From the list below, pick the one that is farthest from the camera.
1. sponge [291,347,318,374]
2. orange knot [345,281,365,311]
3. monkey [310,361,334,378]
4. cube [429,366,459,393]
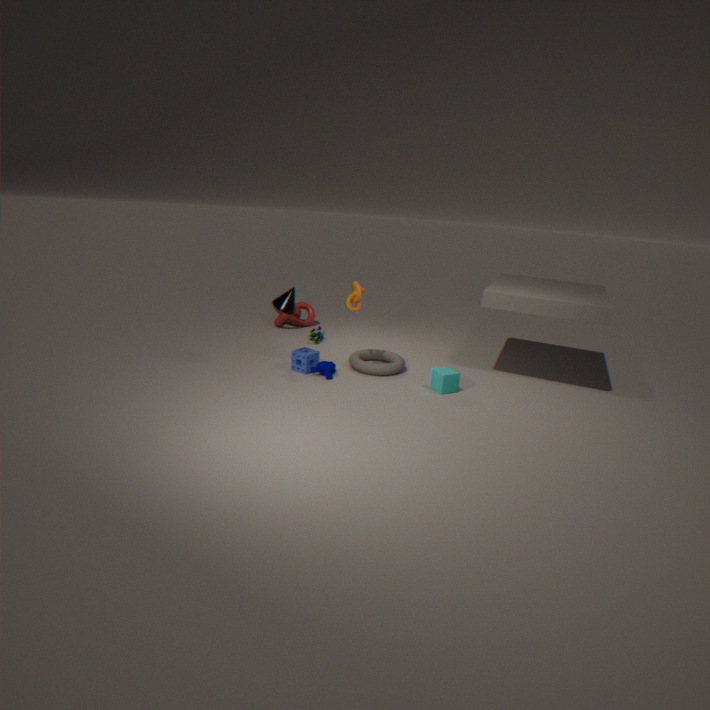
sponge [291,347,318,374]
